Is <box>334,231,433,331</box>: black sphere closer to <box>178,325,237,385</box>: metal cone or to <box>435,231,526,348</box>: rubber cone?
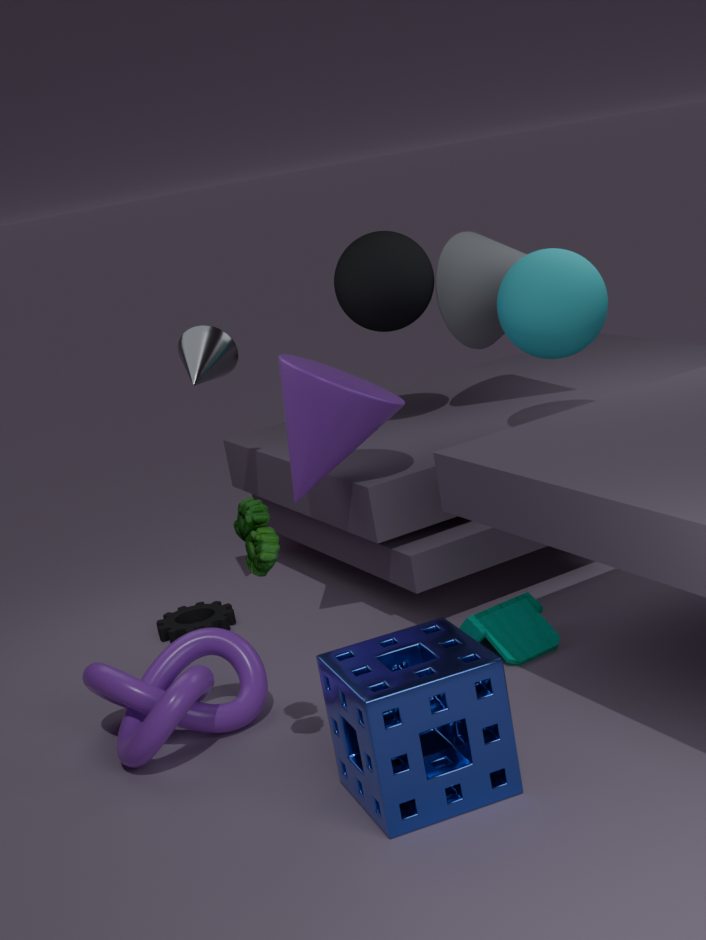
<box>435,231,526,348</box>: rubber cone
